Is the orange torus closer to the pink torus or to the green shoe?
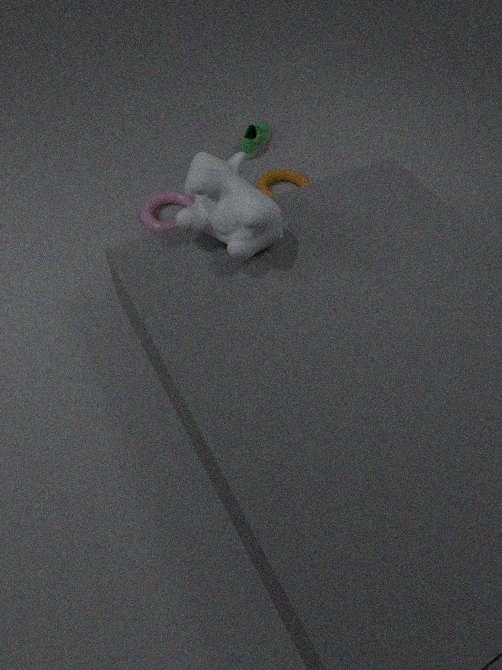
the green shoe
